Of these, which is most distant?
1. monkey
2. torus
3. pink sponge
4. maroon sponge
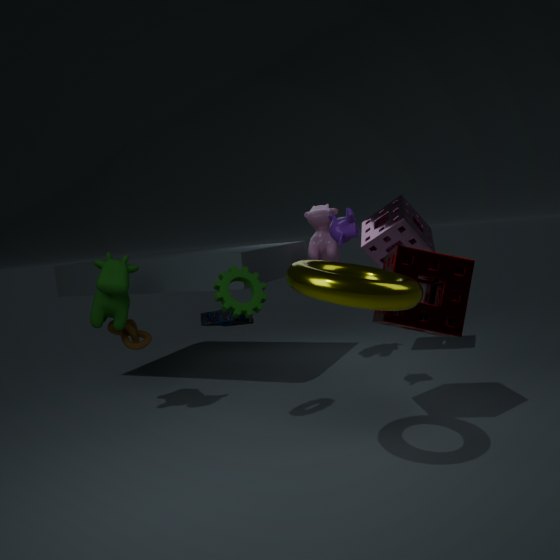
pink sponge
